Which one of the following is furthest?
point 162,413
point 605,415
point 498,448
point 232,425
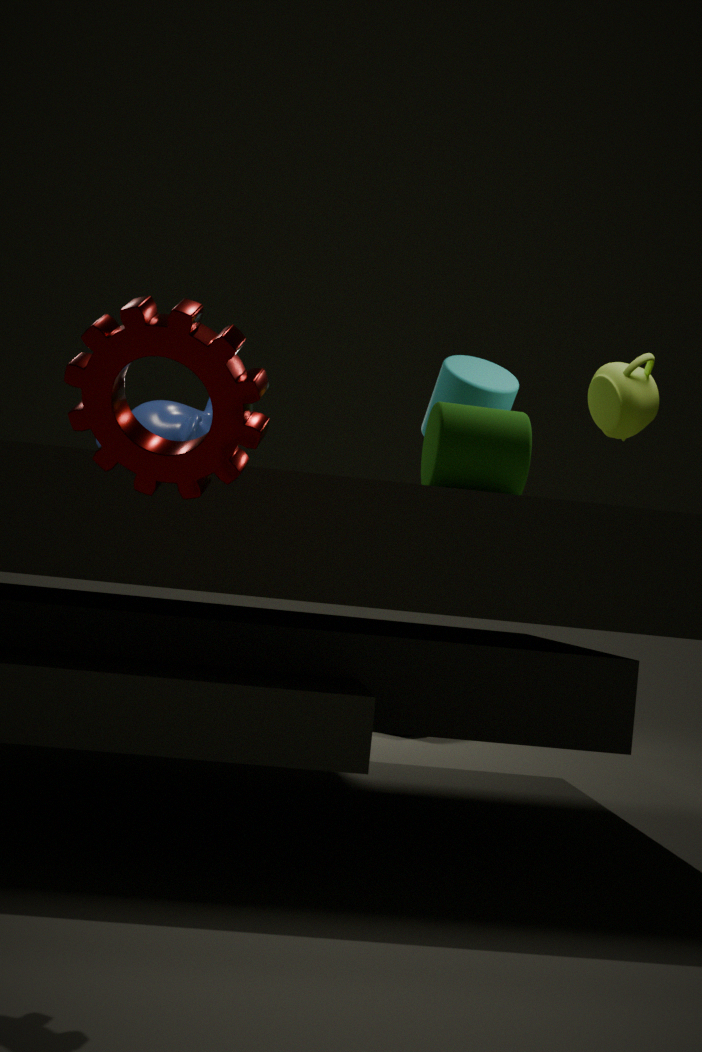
point 162,413
